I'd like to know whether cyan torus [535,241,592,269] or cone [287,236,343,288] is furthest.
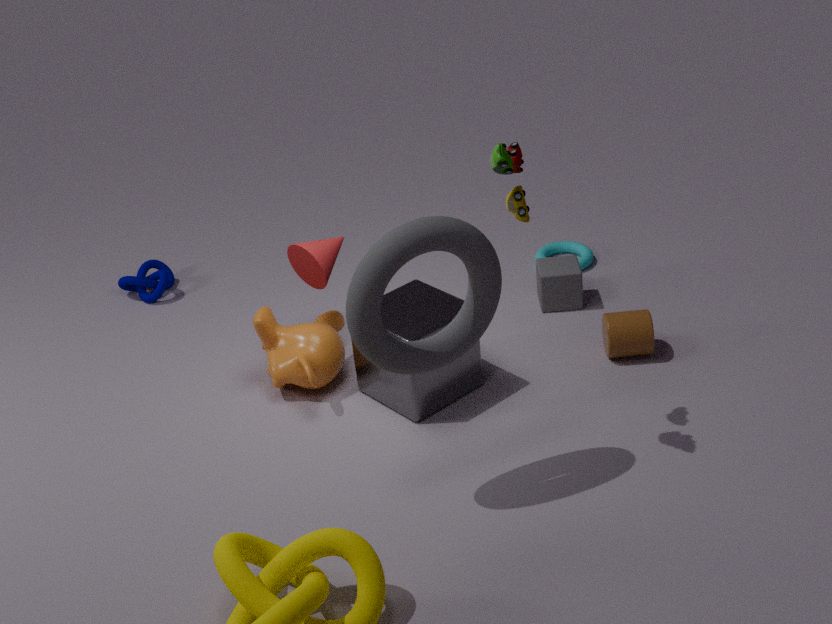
cyan torus [535,241,592,269]
